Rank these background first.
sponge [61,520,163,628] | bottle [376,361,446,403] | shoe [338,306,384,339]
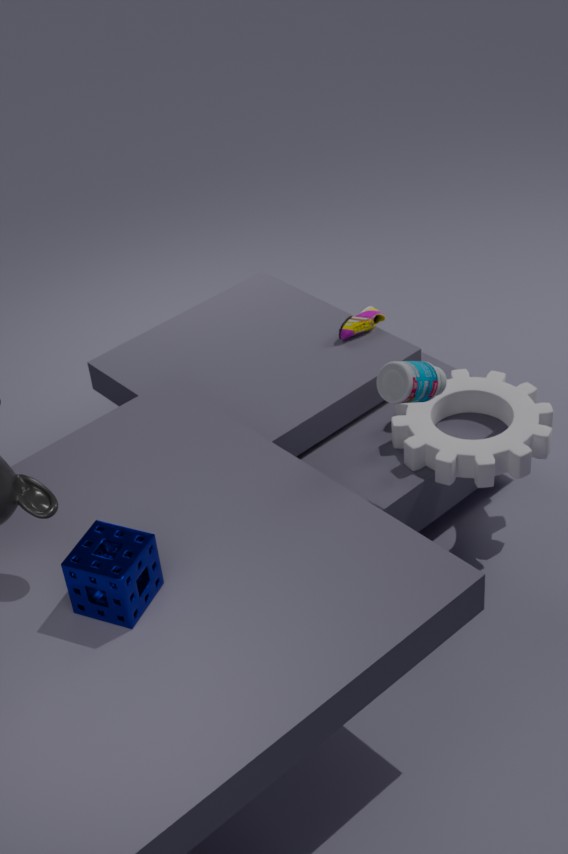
shoe [338,306,384,339], bottle [376,361,446,403], sponge [61,520,163,628]
